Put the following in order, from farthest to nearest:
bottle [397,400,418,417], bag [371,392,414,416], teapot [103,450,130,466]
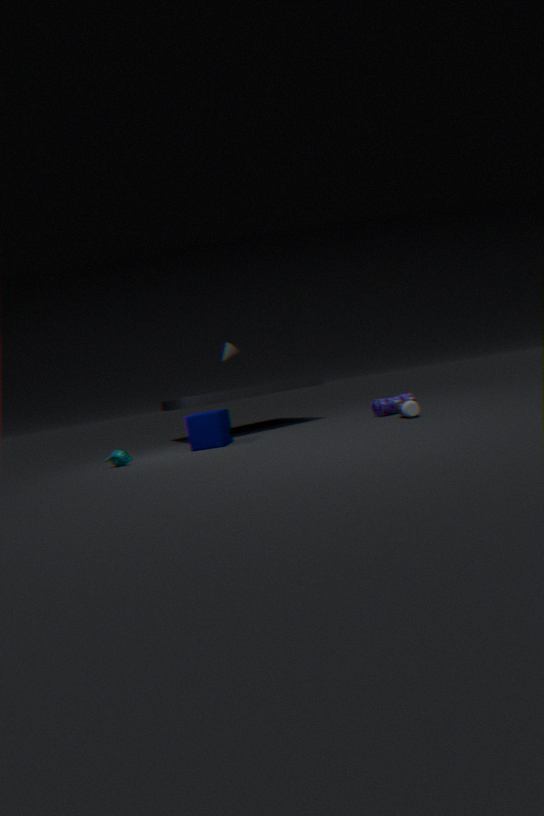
bag [371,392,414,416] < teapot [103,450,130,466] < bottle [397,400,418,417]
